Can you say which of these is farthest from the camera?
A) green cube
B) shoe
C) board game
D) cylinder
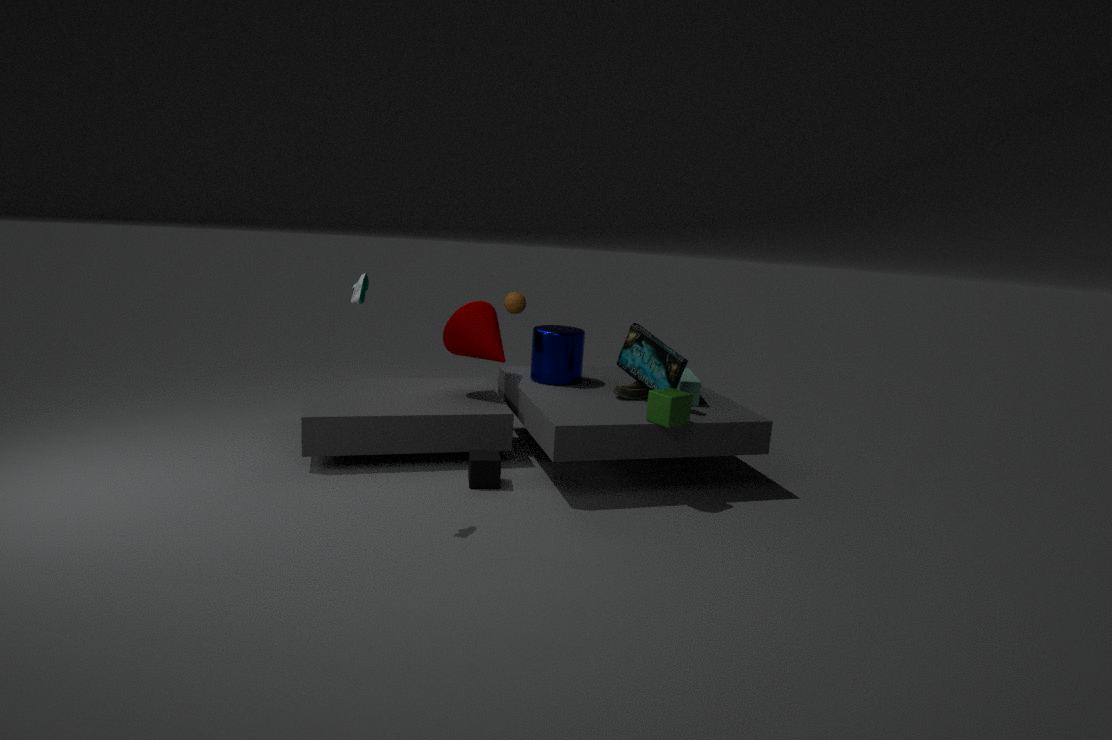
cylinder
